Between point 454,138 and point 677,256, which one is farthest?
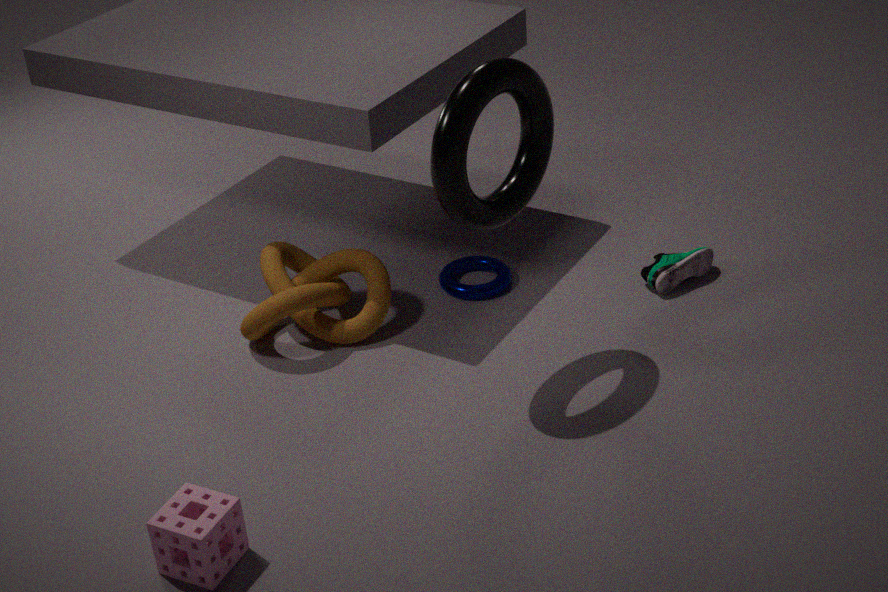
point 677,256
